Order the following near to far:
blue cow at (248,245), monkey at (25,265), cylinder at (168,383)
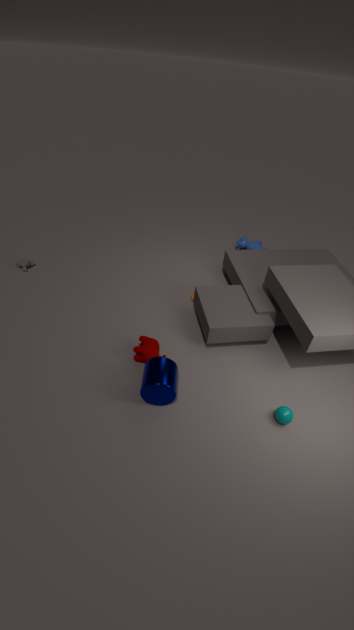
1. cylinder at (168,383)
2. monkey at (25,265)
3. blue cow at (248,245)
